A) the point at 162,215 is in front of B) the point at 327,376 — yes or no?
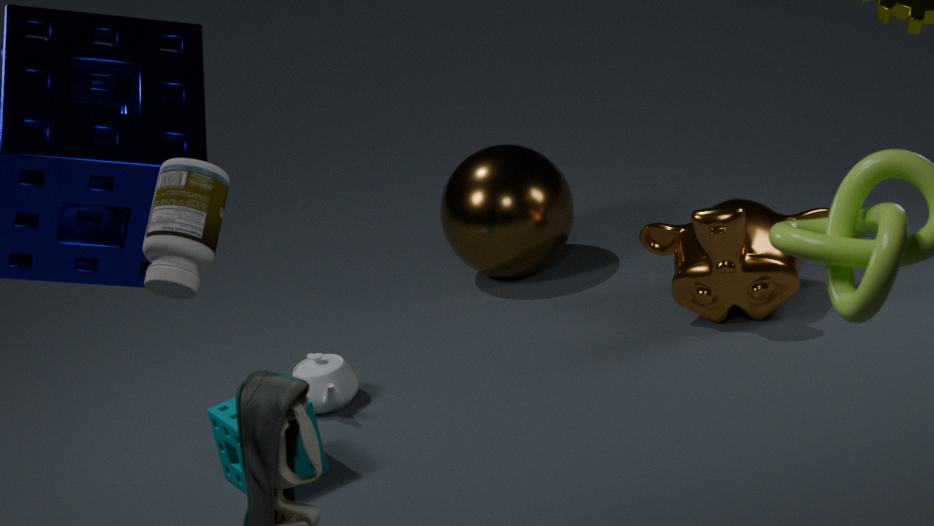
Yes
